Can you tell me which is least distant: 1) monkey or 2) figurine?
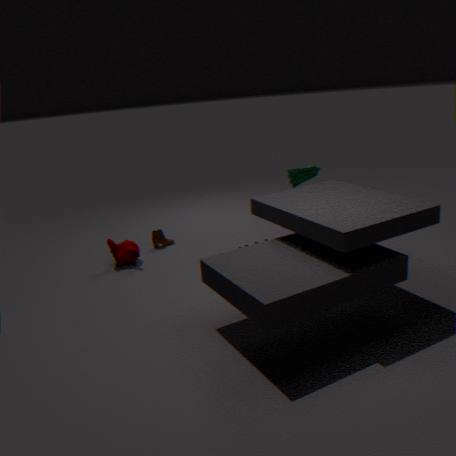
2. figurine
